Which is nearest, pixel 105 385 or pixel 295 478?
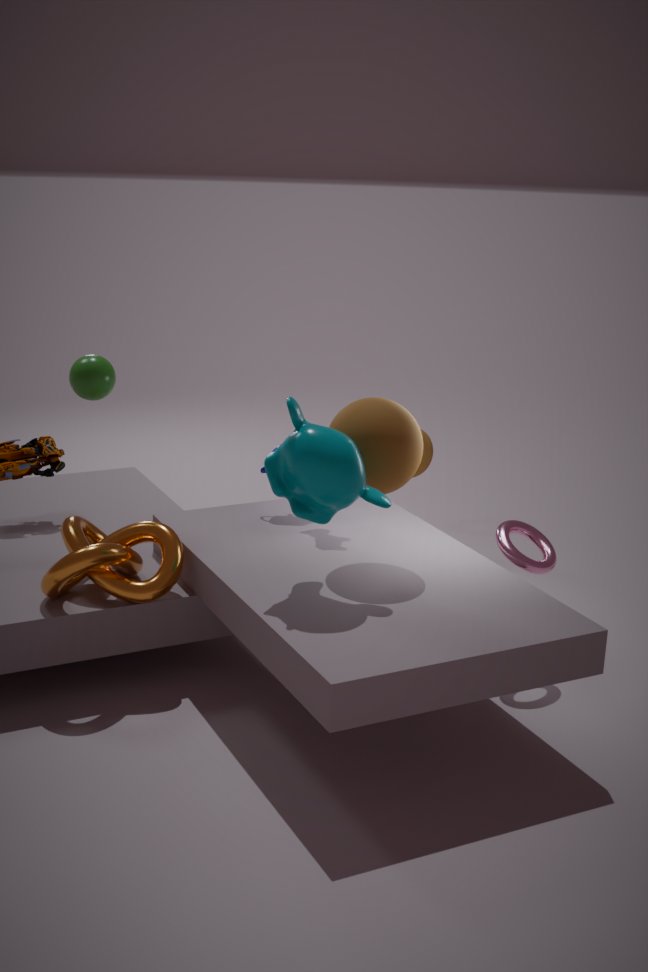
pixel 295 478
